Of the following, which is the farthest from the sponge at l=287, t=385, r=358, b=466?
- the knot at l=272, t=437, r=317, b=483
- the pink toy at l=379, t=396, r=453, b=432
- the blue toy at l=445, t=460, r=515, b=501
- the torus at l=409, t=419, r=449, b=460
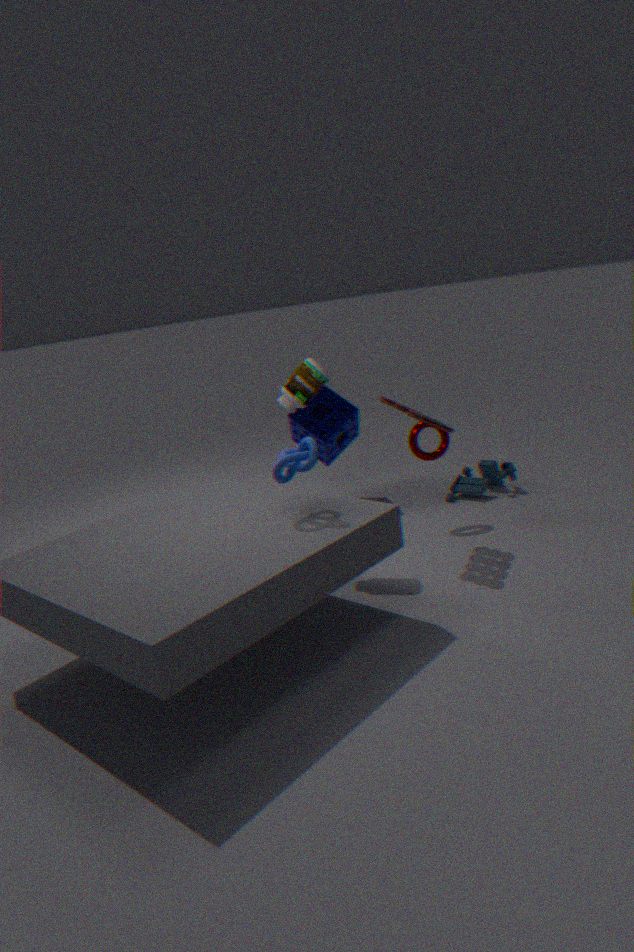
the knot at l=272, t=437, r=317, b=483
